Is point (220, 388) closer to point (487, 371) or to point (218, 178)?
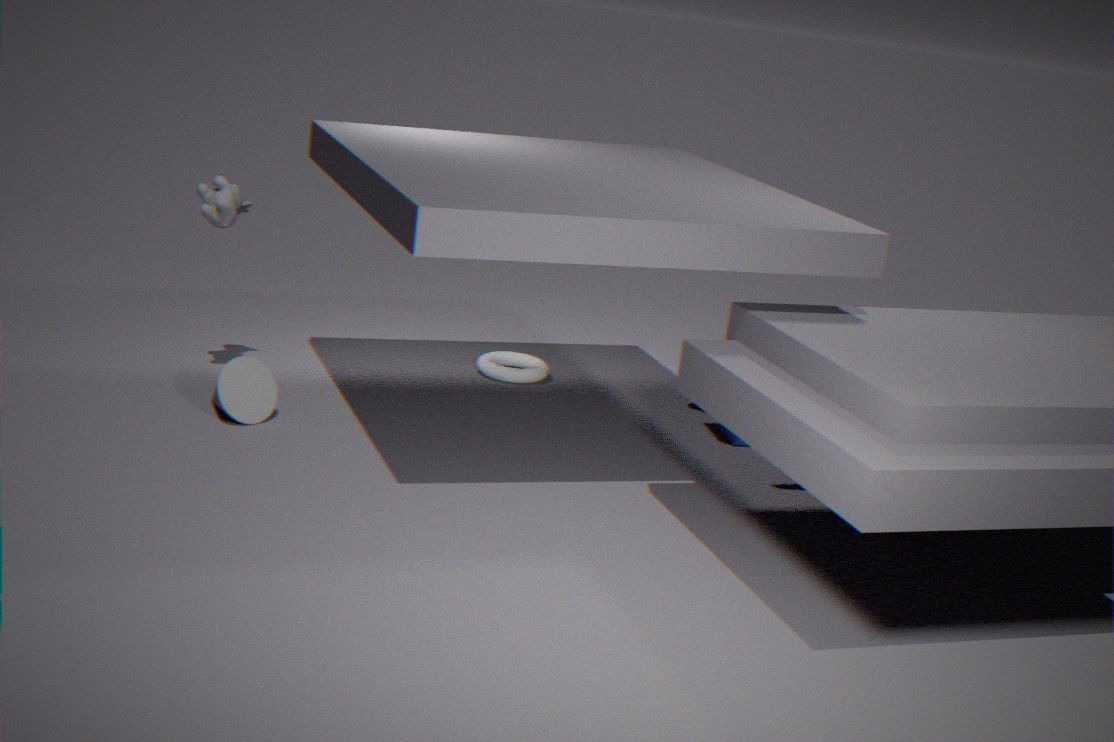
point (218, 178)
